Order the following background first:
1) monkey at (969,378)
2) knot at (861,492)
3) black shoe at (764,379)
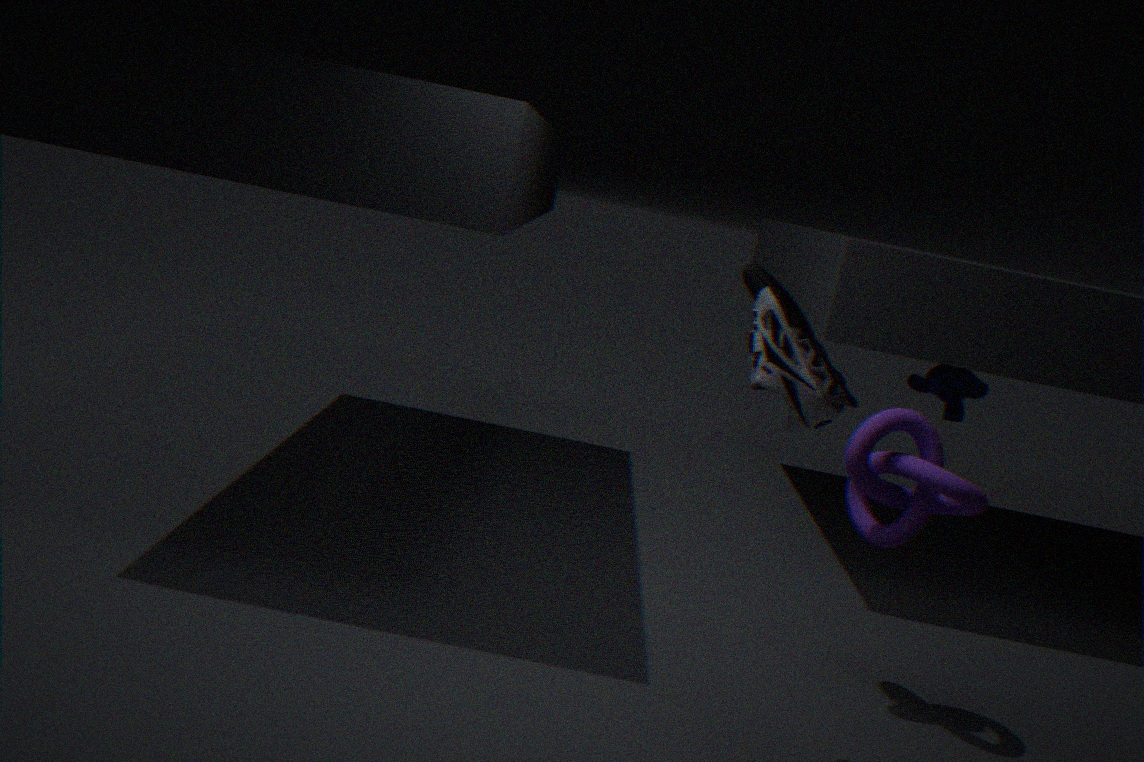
1. monkey at (969,378) < 2. knot at (861,492) < 3. black shoe at (764,379)
